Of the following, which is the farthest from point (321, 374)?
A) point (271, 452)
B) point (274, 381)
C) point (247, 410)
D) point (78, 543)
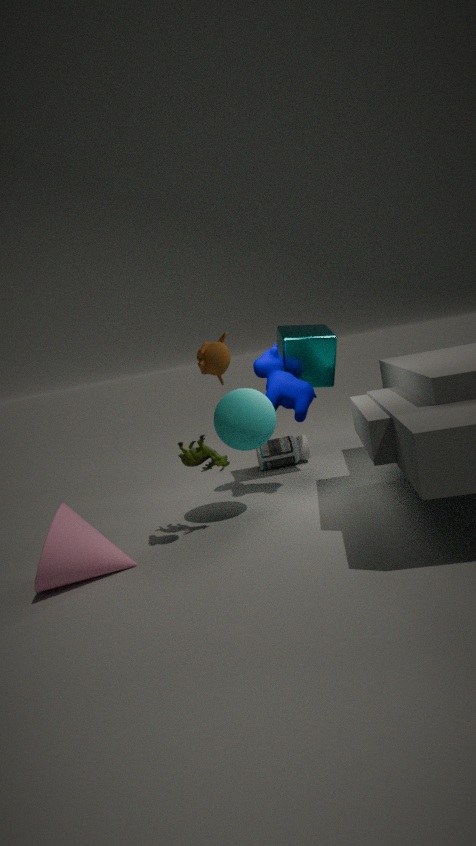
point (78, 543)
